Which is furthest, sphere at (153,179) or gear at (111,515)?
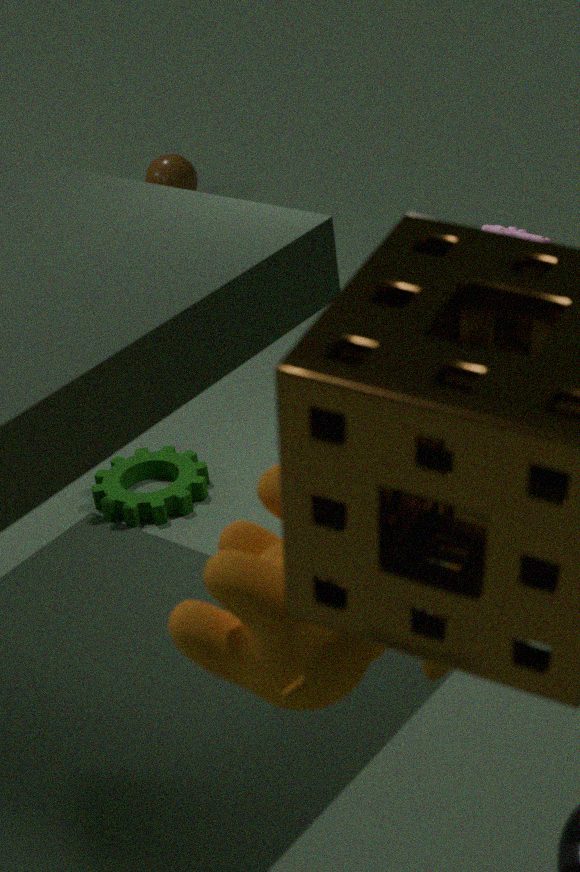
sphere at (153,179)
